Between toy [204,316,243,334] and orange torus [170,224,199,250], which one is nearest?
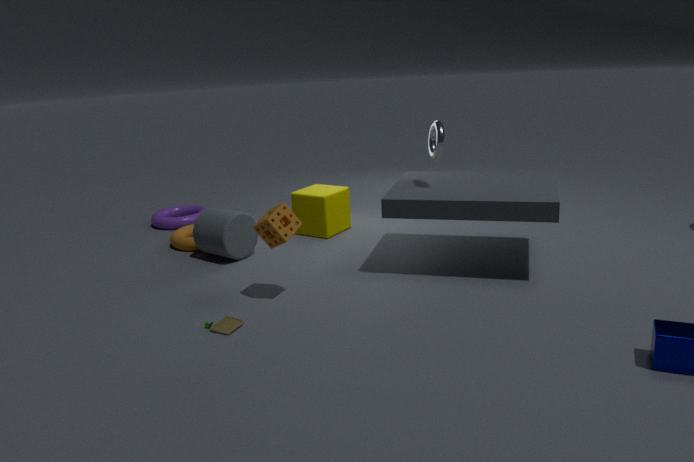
toy [204,316,243,334]
